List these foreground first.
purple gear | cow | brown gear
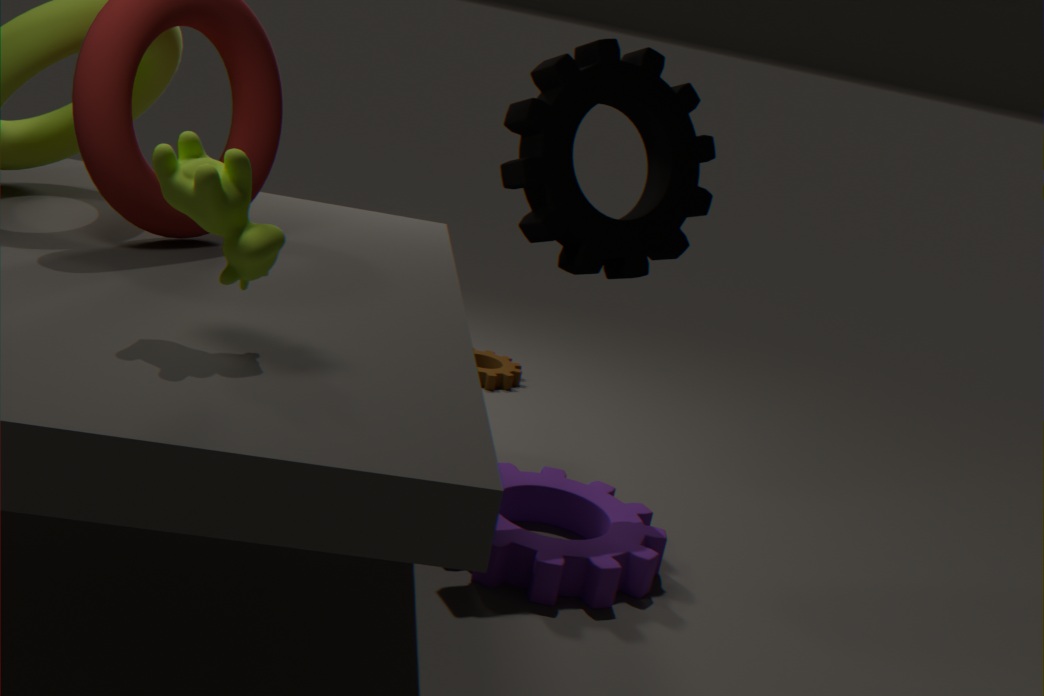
cow < purple gear < brown gear
